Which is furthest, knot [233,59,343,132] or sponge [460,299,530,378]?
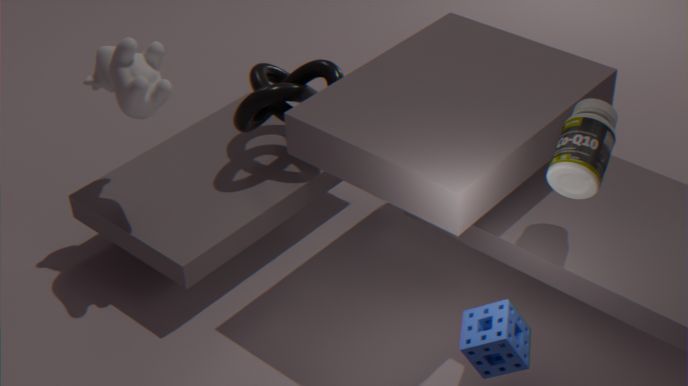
knot [233,59,343,132]
